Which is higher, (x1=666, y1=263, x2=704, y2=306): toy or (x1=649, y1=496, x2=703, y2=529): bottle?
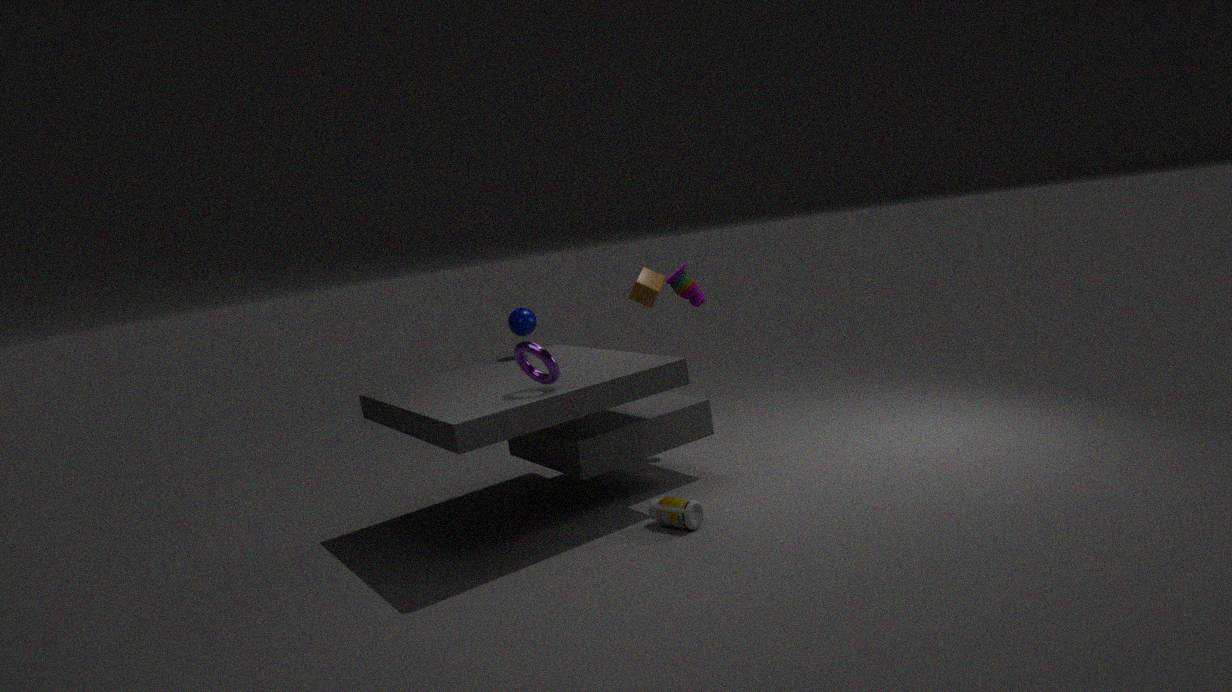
(x1=666, y1=263, x2=704, y2=306): toy
